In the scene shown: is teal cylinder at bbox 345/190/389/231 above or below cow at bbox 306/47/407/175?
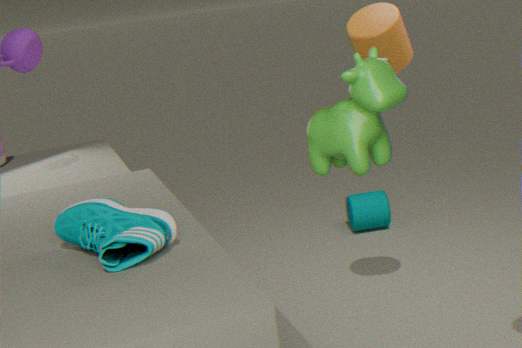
below
